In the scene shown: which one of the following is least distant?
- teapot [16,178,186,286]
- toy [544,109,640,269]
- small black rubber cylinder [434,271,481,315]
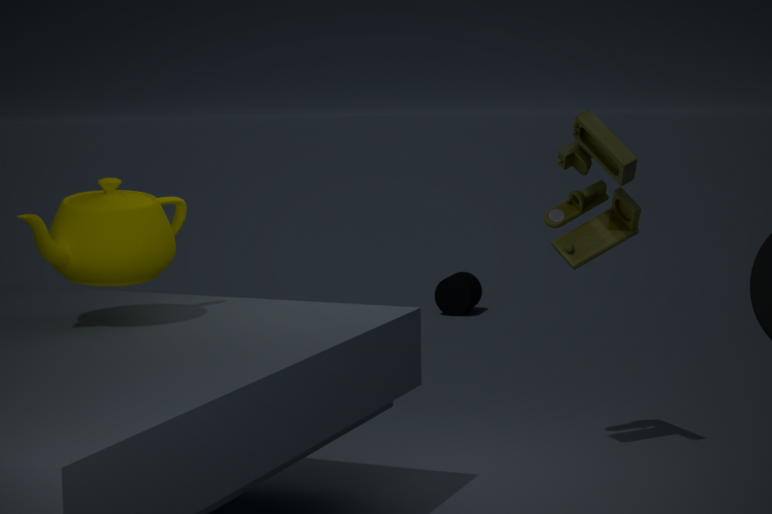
teapot [16,178,186,286]
